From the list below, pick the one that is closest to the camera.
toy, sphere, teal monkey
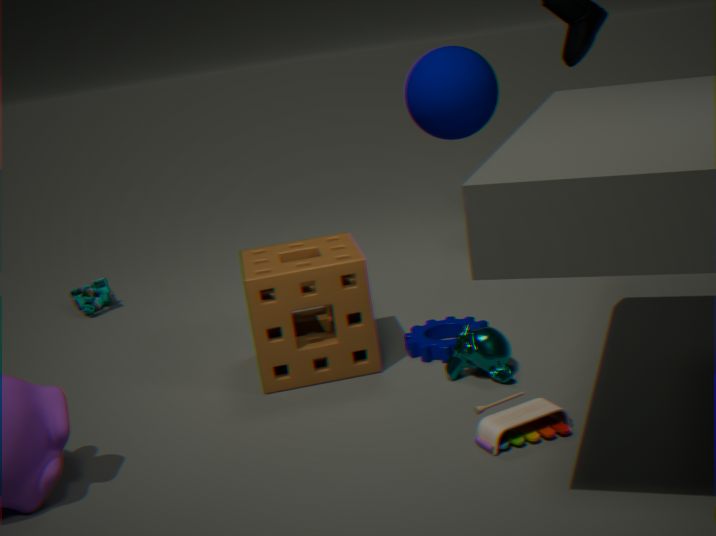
toy
